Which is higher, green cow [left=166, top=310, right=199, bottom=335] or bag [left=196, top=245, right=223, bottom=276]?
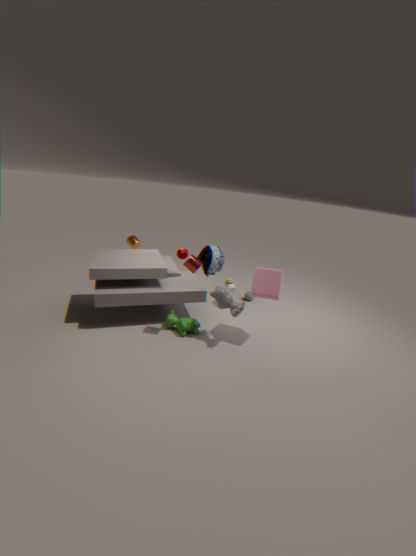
bag [left=196, top=245, right=223, bottom=276]
